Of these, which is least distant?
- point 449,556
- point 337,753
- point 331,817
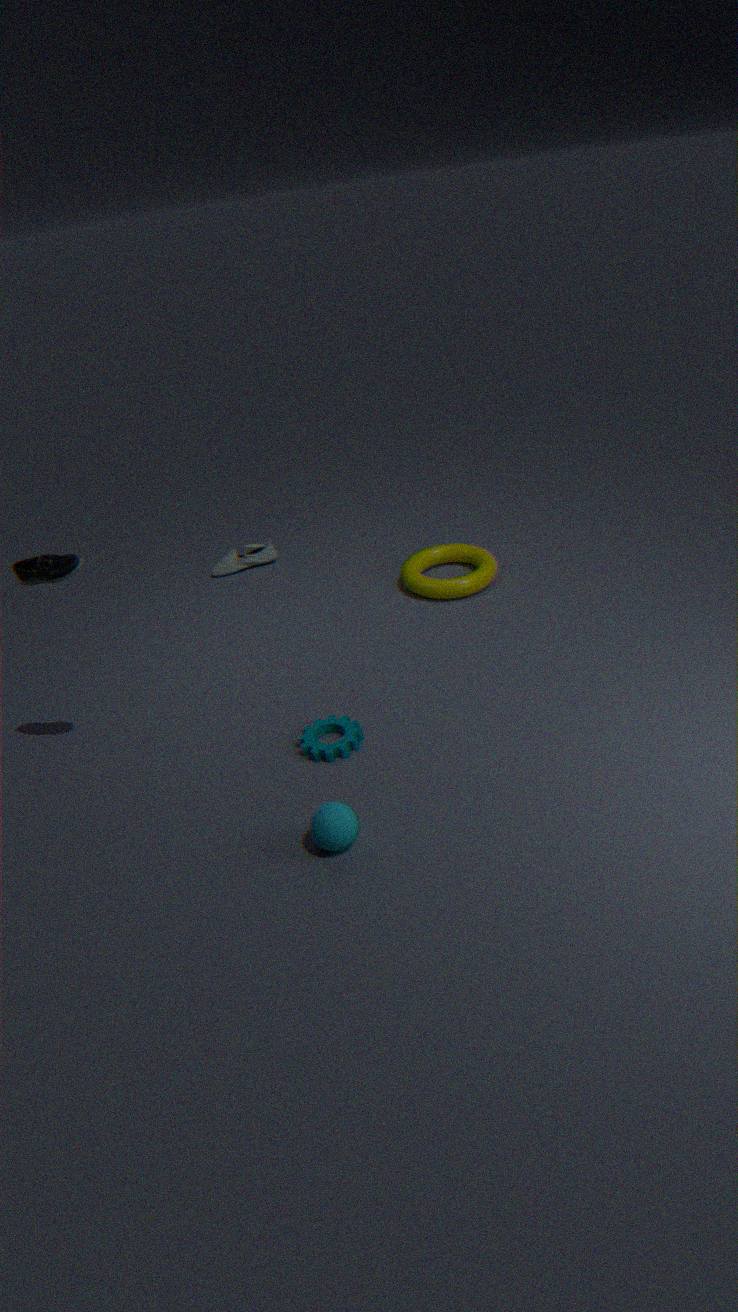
point 331,817
